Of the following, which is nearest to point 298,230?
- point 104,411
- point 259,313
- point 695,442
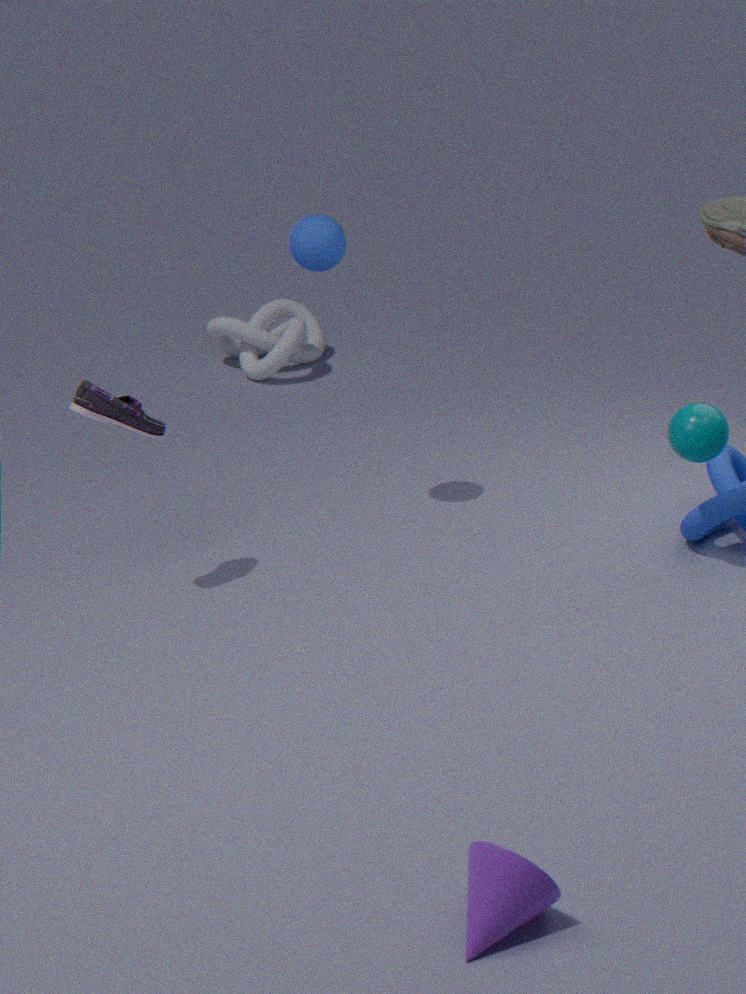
point 104,411
